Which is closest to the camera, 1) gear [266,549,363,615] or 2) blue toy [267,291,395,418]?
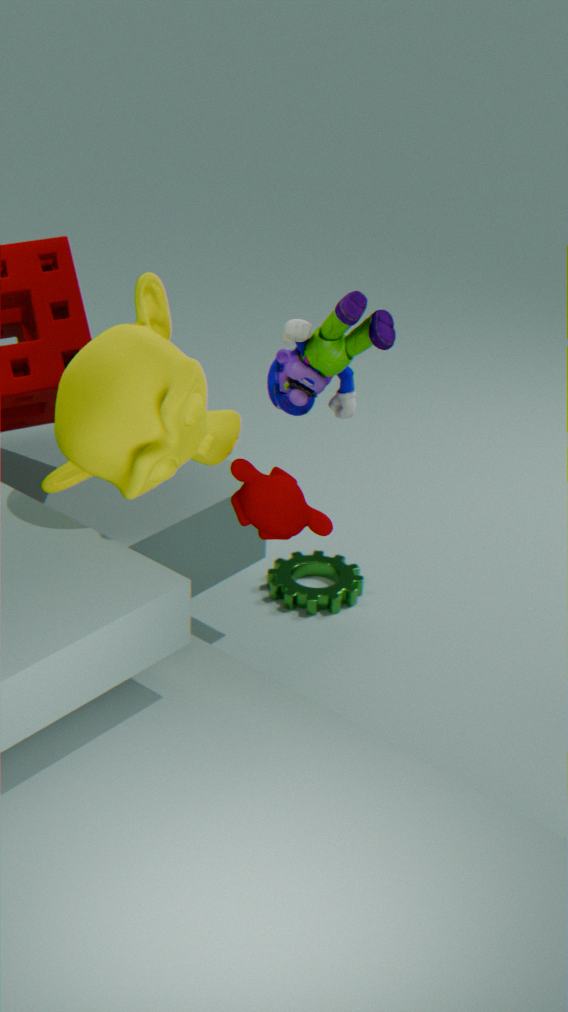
2. blue toy [267,291,395,418]
